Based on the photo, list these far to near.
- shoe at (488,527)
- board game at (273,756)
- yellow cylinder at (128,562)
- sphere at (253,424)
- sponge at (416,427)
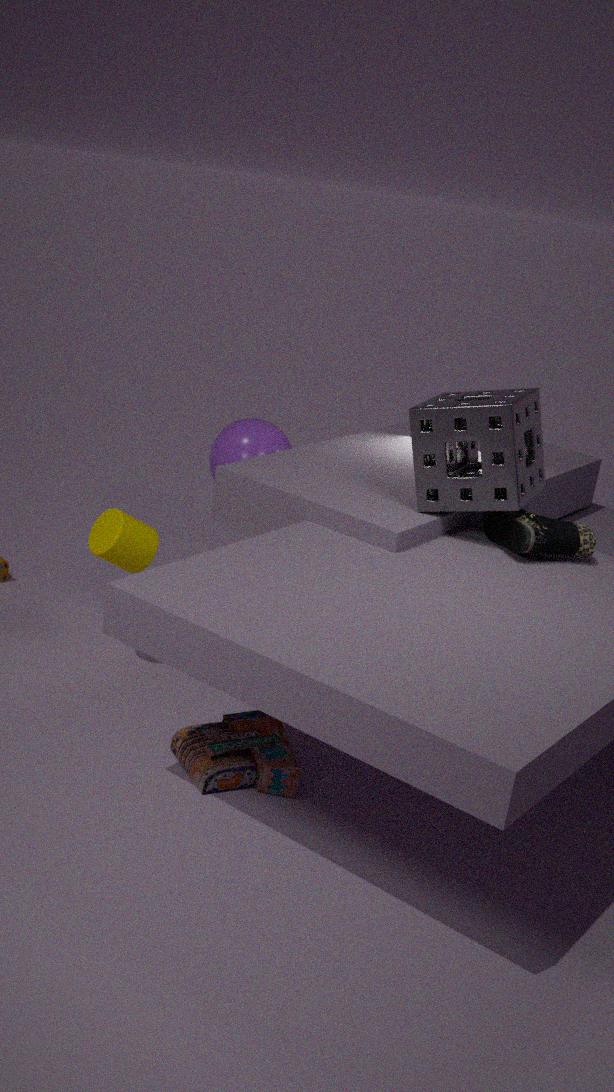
sphere at (253,424), yellow cylinder at (128,562), shoe at (488,527), sponge at (416,427), board game at (273,756)
